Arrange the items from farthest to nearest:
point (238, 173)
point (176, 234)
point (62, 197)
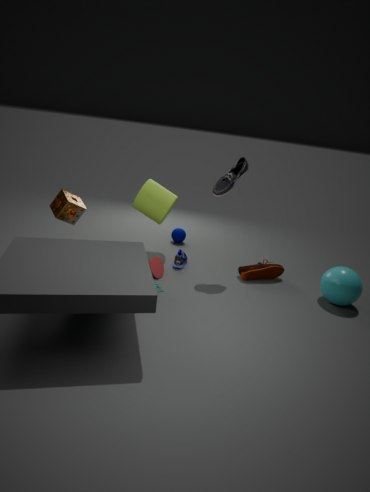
point (176, 234), point (238, 173), point (62, 197)
